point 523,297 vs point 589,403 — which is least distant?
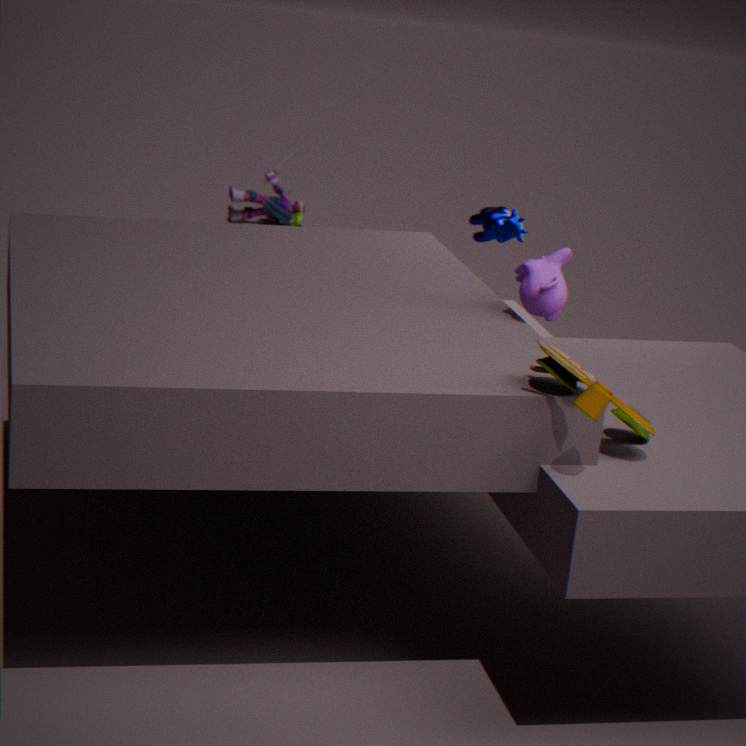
point 589,403
